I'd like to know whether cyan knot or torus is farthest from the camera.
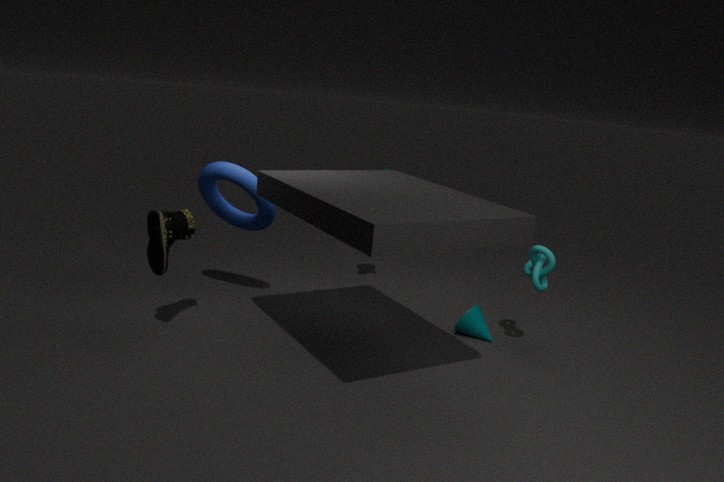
torus
